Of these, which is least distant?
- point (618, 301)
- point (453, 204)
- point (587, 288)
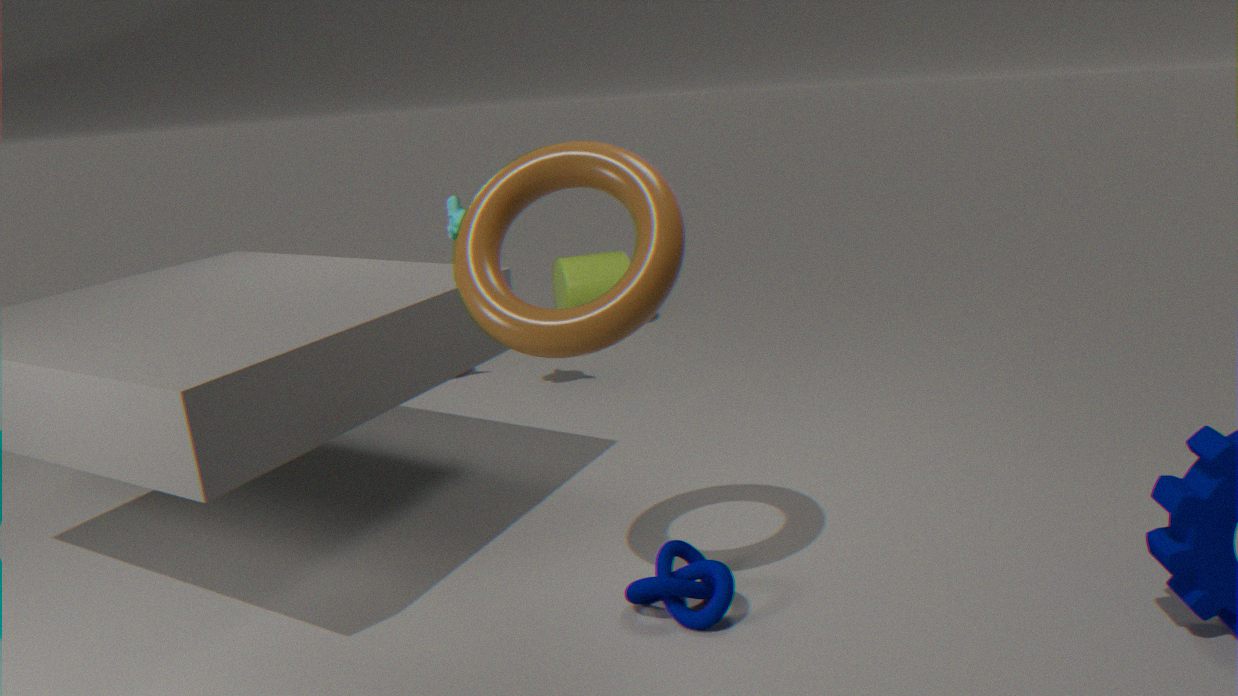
point (618, 301)
